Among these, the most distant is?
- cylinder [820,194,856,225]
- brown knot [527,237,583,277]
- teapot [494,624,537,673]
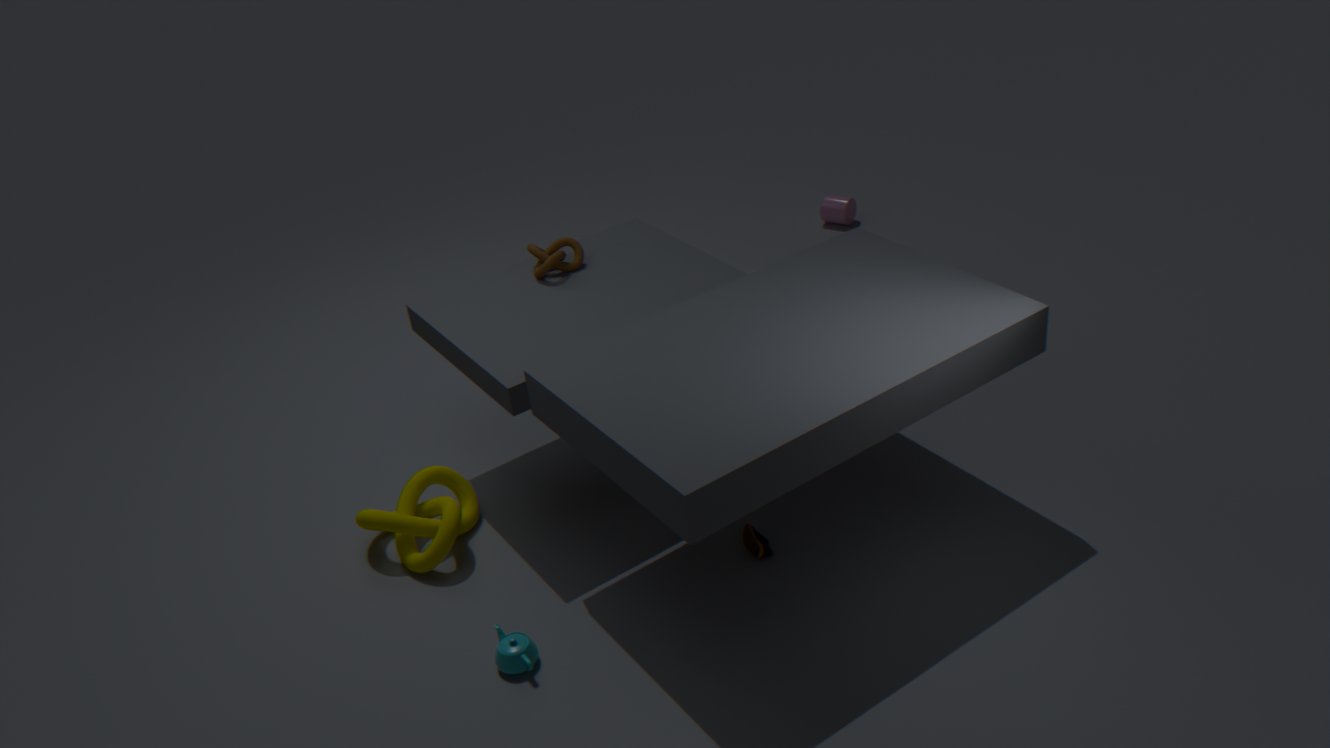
cylinder [820,194,856,225]
